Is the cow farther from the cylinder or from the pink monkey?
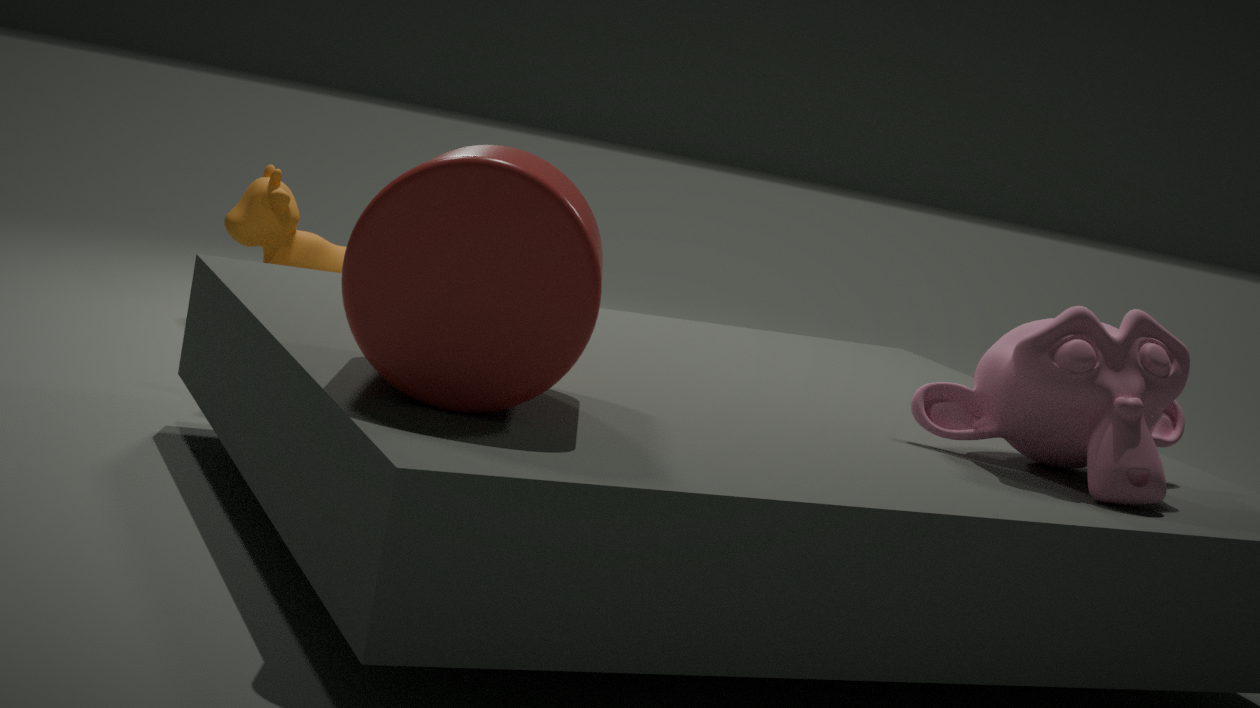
the pink monkey
